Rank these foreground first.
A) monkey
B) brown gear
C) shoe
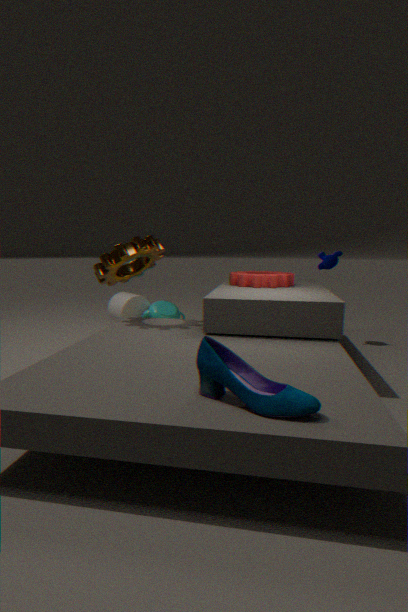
shoe, brown gear, monkey
